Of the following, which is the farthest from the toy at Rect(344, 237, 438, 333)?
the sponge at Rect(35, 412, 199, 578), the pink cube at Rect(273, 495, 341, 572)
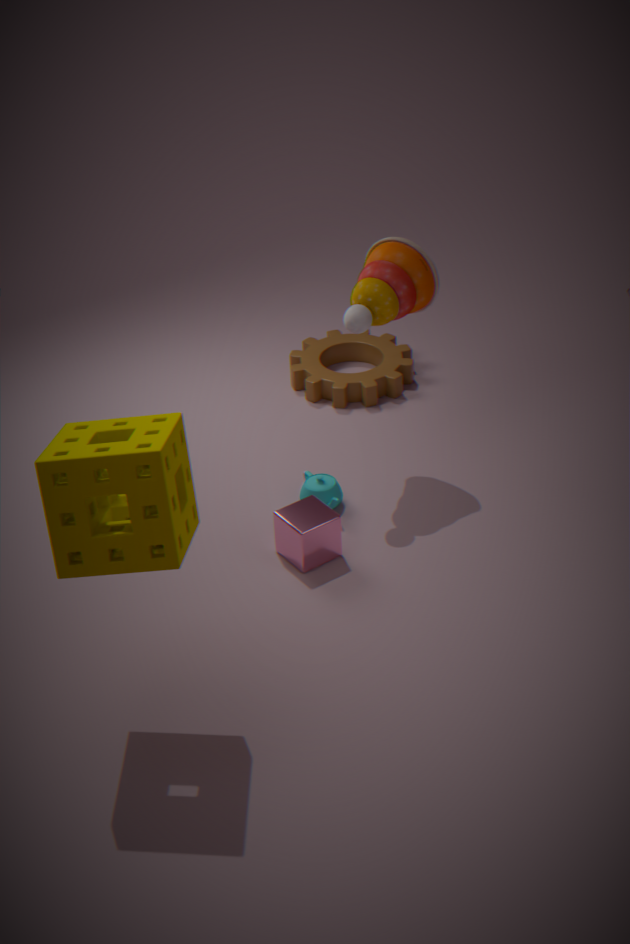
the sponge at Rect(35, 412, 199, 578)
